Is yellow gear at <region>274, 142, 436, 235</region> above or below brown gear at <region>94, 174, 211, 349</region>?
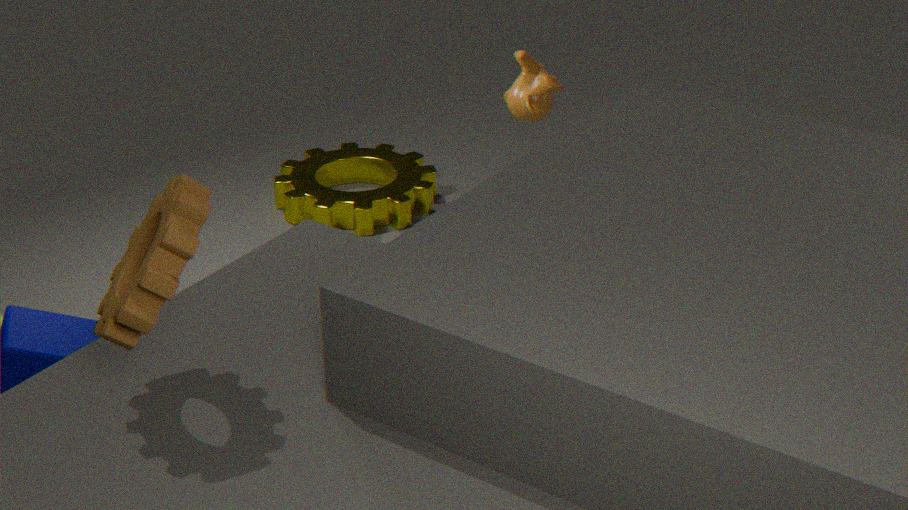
below
